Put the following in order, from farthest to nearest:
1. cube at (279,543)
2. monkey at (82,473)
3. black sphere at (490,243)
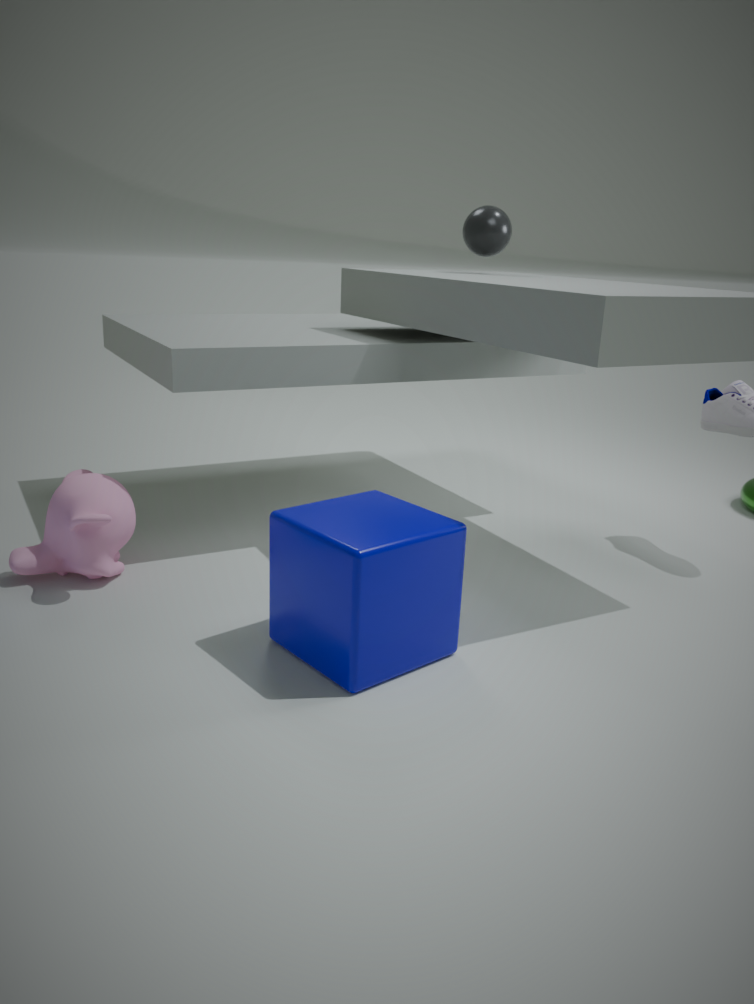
black sphere at (490,243)
monkey at (82,473)
cube at (279,543)
